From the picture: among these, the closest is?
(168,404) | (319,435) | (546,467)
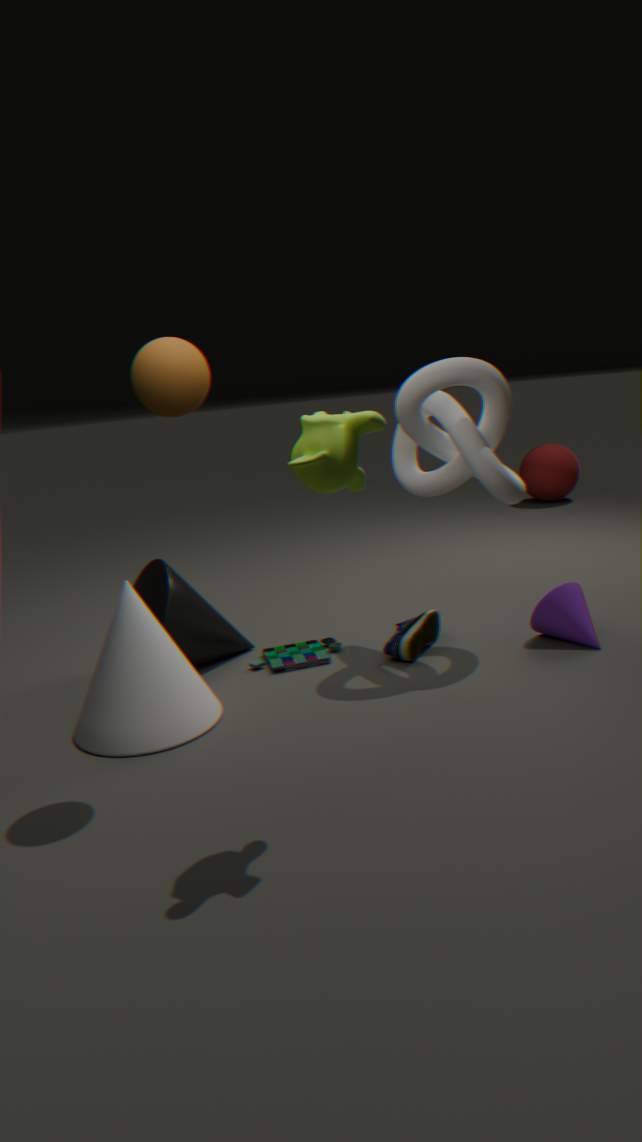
(319,435)
